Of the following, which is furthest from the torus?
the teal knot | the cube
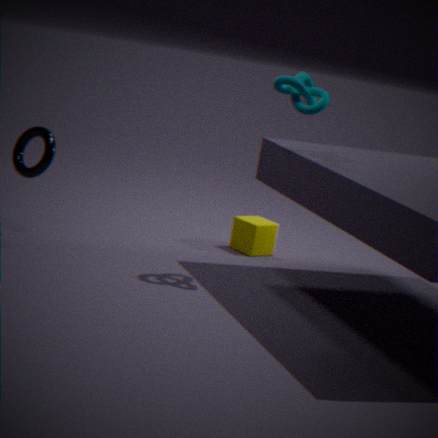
the teal knot
